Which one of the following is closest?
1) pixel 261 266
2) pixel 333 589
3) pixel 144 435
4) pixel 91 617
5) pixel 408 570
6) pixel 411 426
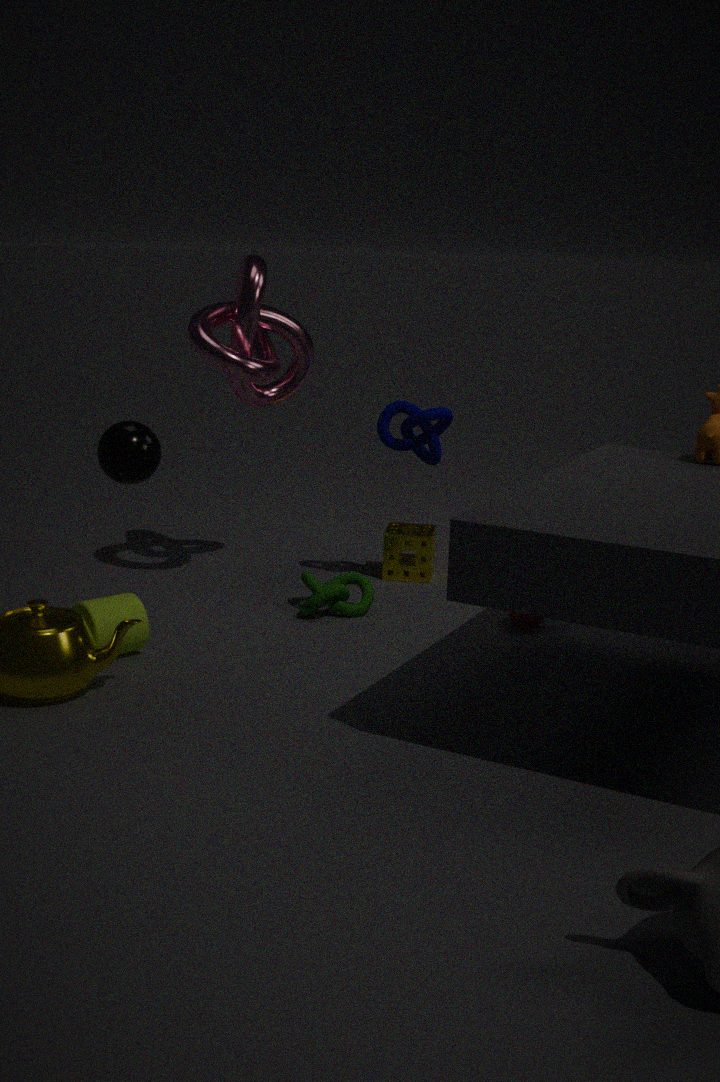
3. pixel 144 435
